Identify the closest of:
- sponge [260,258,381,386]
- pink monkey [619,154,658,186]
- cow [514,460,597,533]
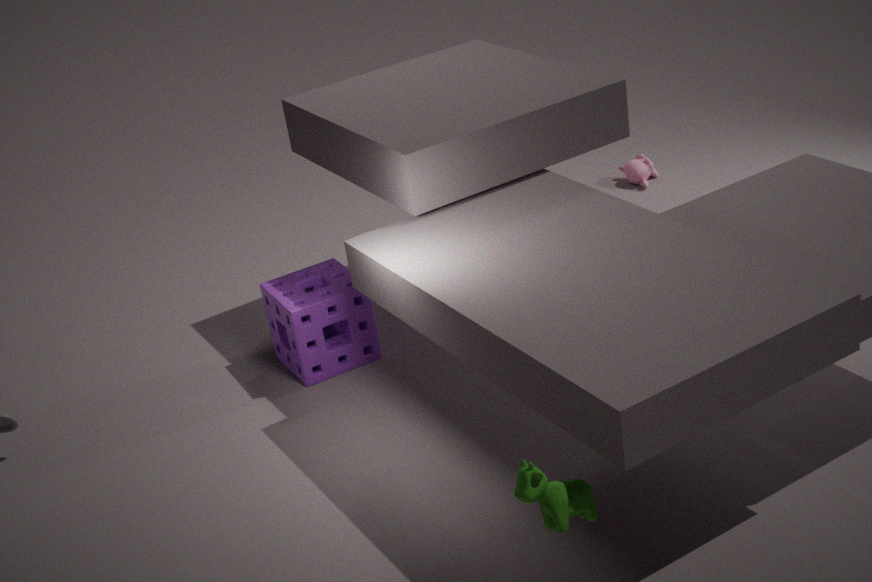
cow [514,460,597,533]
